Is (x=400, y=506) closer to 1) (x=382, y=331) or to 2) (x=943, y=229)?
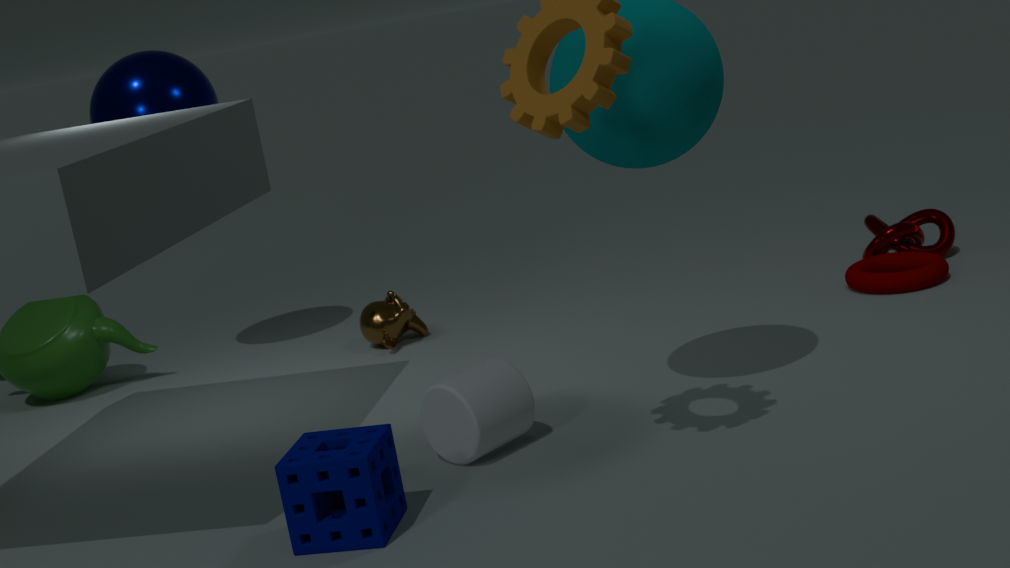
1) (x=382, y=331)
